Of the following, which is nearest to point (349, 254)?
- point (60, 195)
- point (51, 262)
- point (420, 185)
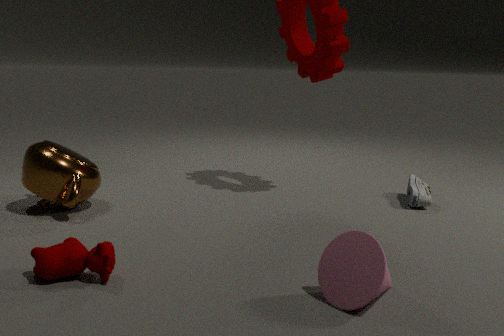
point (51, 262)
